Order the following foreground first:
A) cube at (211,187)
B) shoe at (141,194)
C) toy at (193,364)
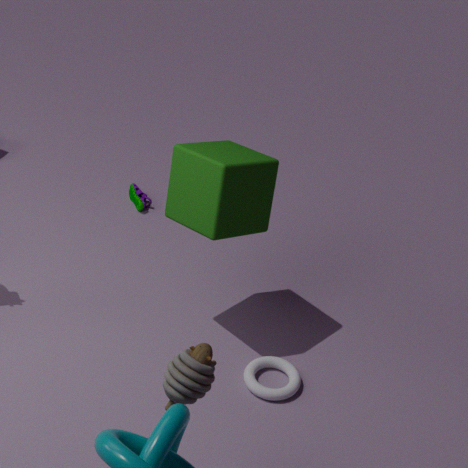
toy at (193,364), cube at (211,187), shoe at (141,194)
